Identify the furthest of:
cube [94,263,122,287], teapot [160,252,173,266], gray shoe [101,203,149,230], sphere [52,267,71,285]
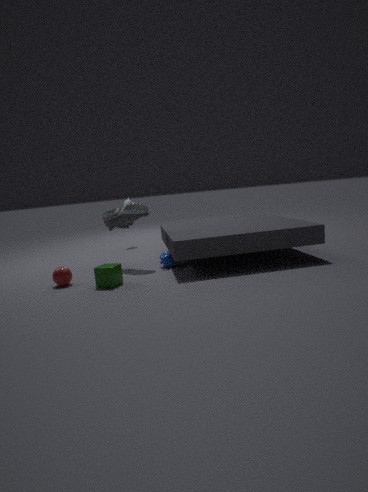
gray shoe [101,203,149,230]
